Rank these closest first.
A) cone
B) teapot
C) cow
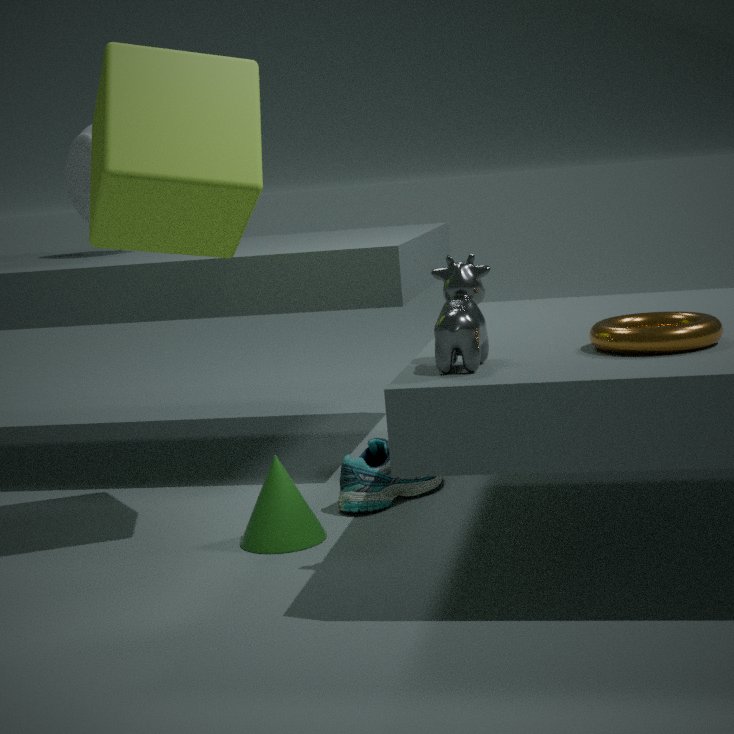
1. cow
2. cone
3. teapot
